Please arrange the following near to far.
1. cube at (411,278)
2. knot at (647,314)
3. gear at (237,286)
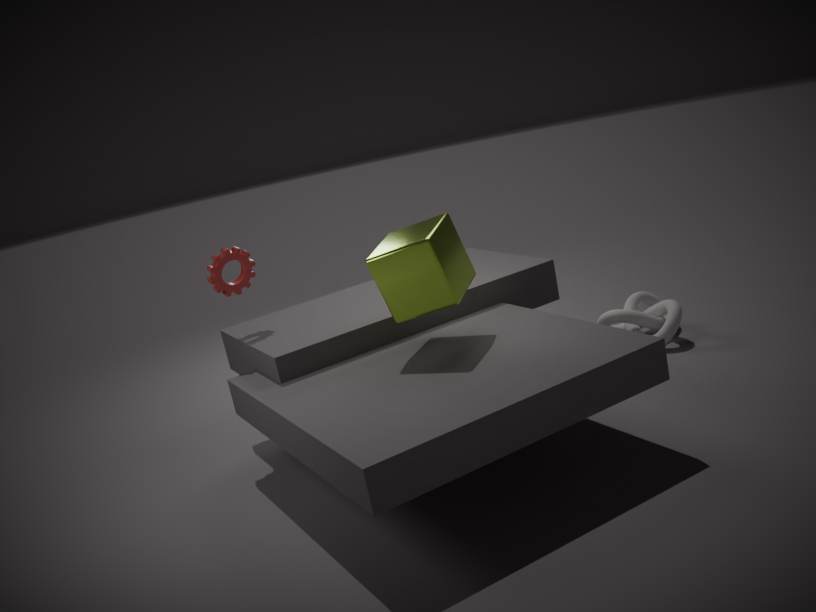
cube at (411,278), gear at (237,286), knot at (647,314)
